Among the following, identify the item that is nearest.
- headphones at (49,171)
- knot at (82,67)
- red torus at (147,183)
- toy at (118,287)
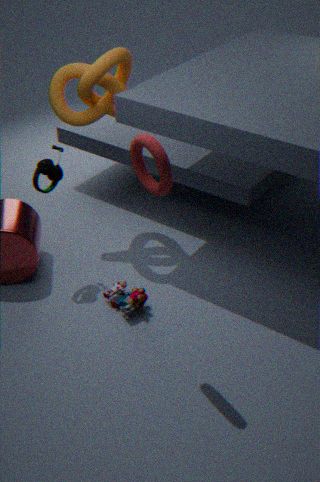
red torus at (147,183)
